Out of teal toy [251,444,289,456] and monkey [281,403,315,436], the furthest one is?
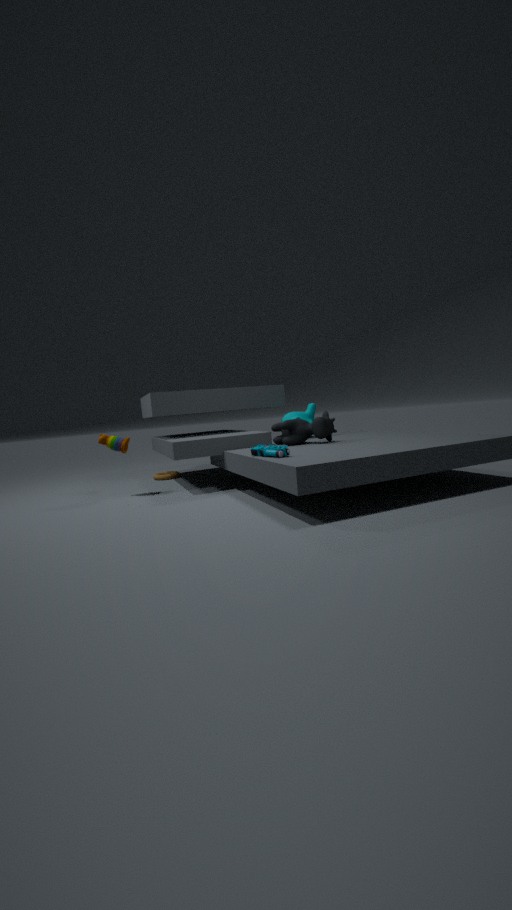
monkey [281,403,315,436]
